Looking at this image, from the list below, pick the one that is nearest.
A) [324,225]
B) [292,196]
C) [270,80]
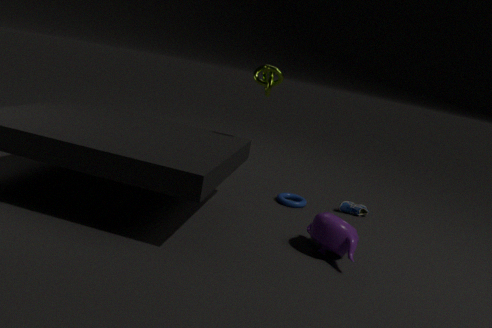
[324,225]
